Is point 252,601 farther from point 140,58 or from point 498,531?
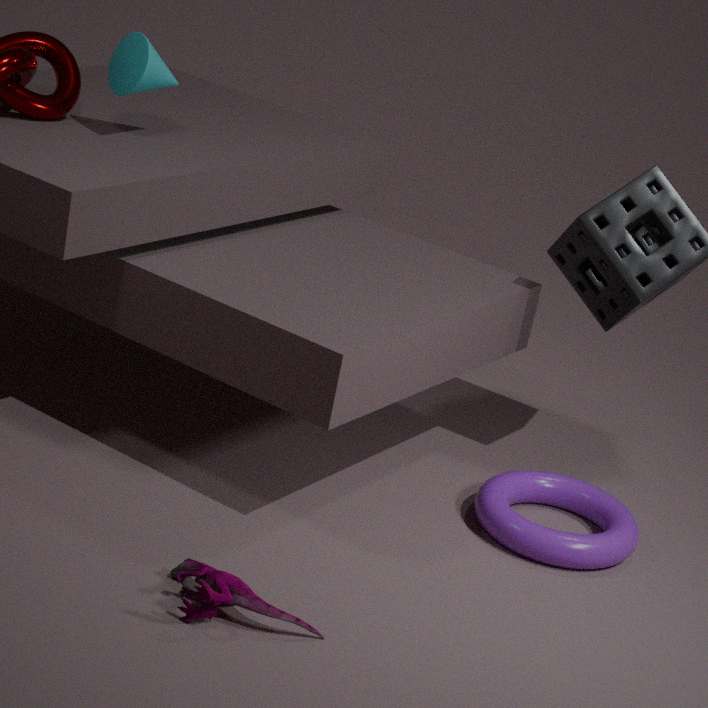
point 140,58
